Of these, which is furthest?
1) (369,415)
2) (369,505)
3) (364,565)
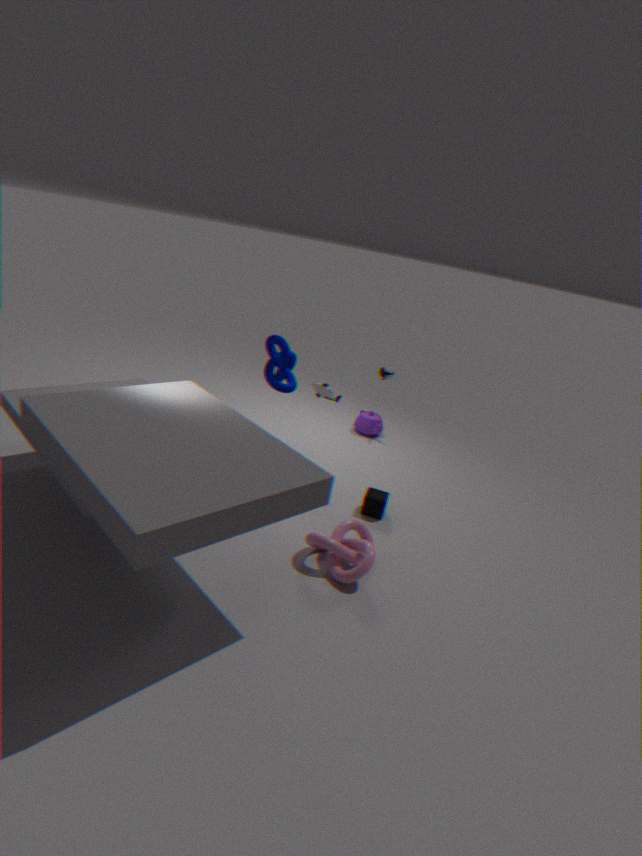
1. (369,415)
